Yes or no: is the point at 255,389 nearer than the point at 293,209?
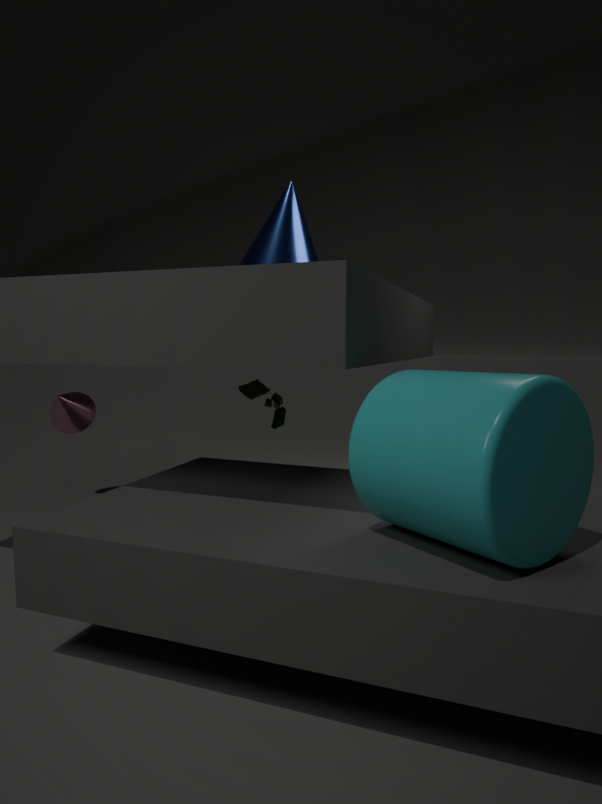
No
